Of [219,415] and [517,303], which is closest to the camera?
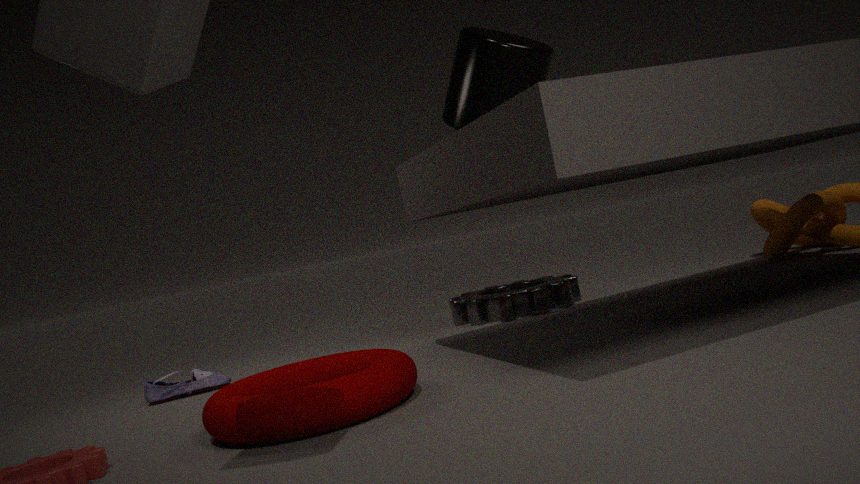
[219,415]
